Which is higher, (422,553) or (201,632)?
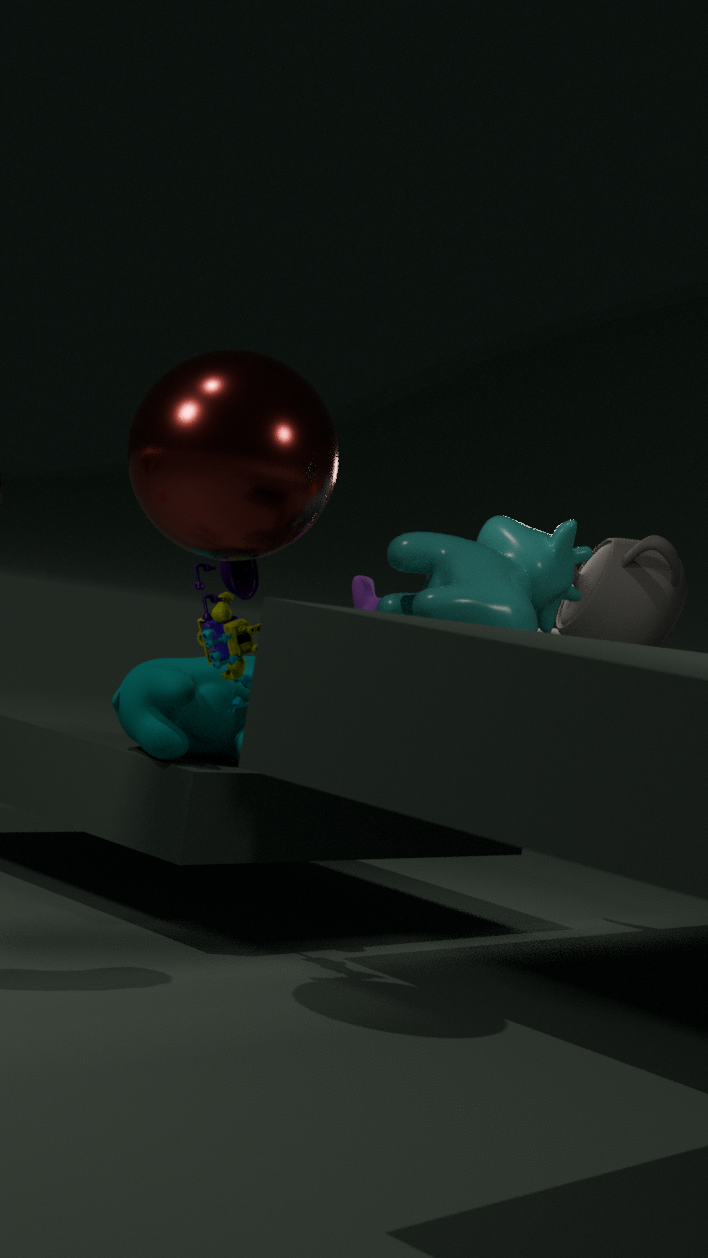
(422,553)
